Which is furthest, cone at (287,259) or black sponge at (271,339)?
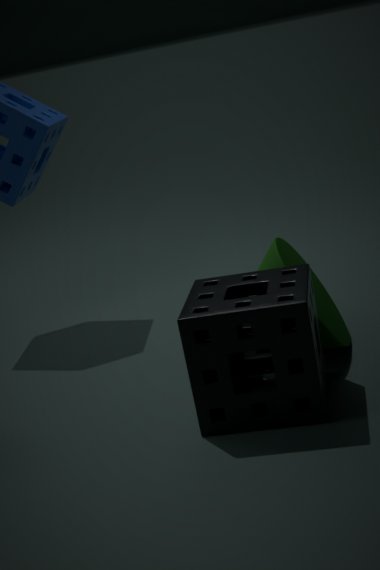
cone at (287,259)
